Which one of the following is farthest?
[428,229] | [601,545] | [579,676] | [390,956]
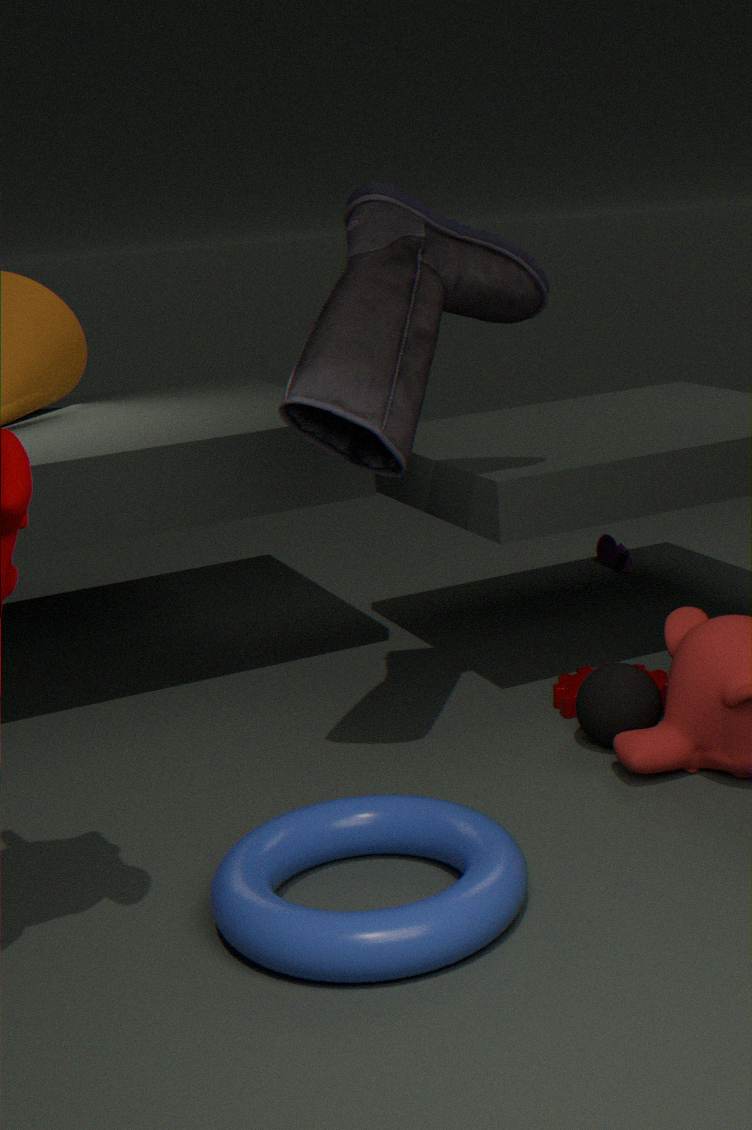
[601,545]
